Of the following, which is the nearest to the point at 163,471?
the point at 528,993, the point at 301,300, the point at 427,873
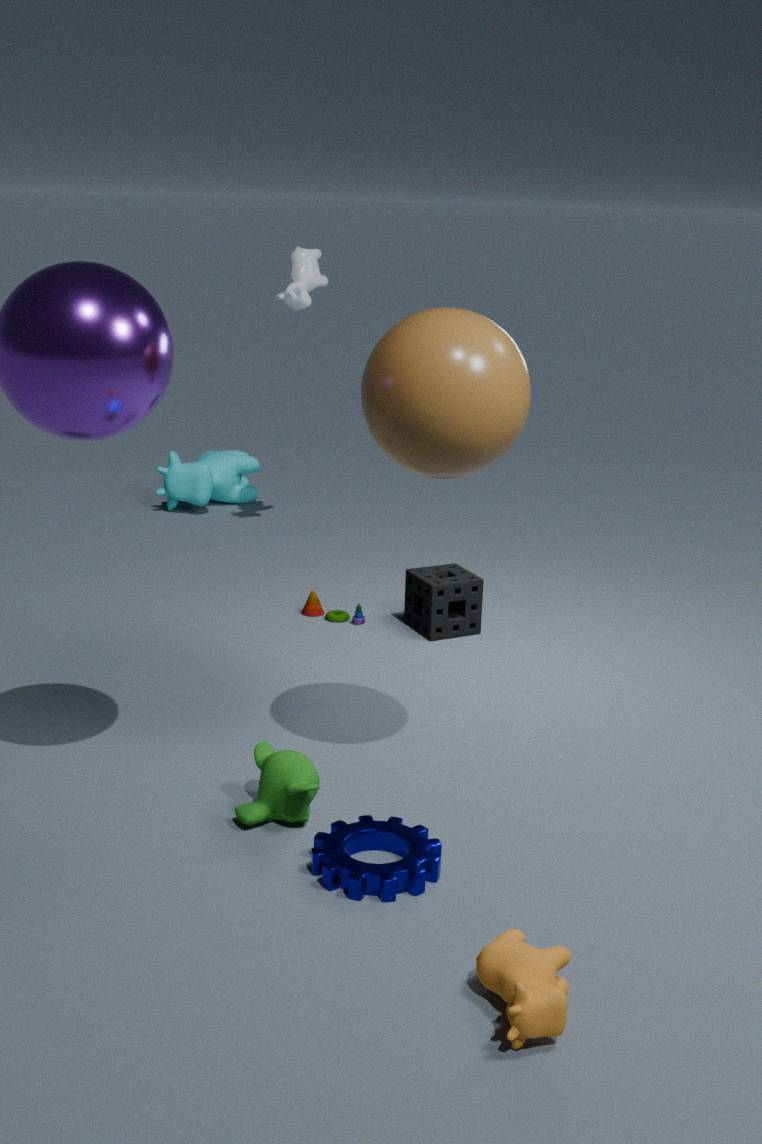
the point at 301,300
